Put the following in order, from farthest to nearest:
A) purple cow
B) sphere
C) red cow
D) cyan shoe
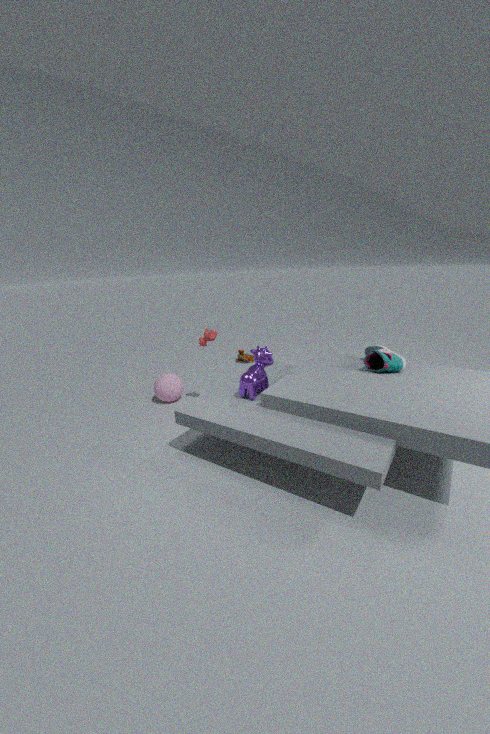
sphere, red cow, cyan shoe, purple cow
